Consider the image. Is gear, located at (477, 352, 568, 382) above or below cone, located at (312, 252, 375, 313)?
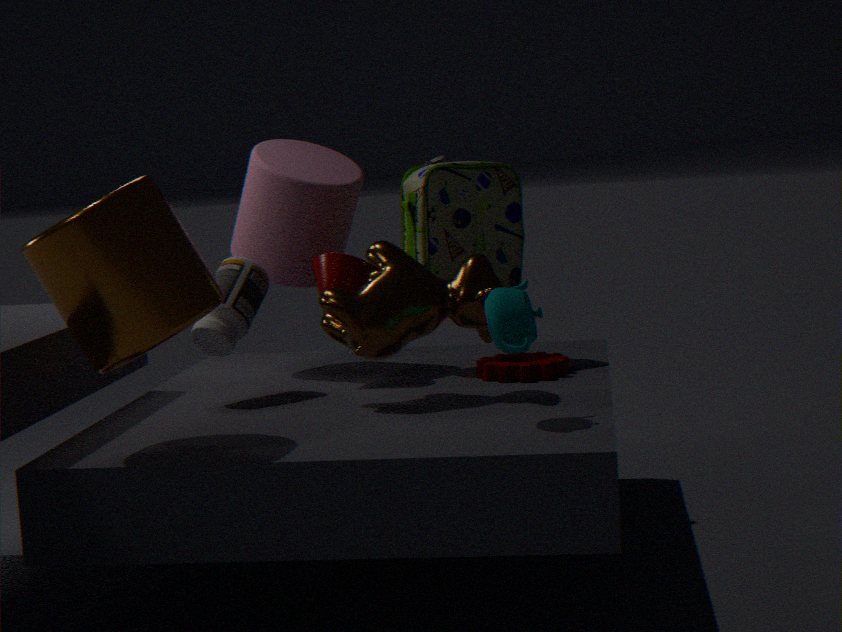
below
